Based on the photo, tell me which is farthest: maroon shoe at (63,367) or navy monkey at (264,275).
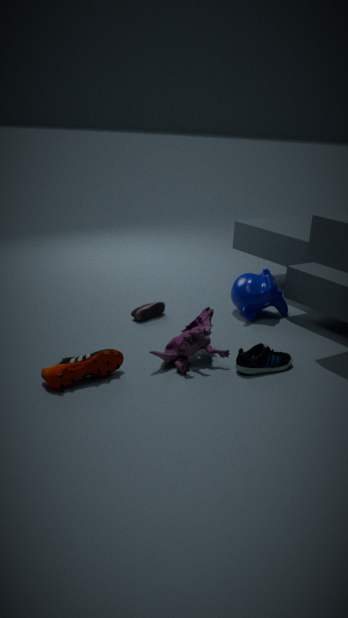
navy monkey at (264,275)
